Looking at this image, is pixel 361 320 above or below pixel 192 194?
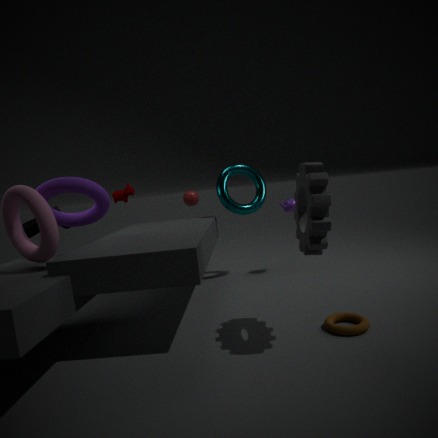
below
